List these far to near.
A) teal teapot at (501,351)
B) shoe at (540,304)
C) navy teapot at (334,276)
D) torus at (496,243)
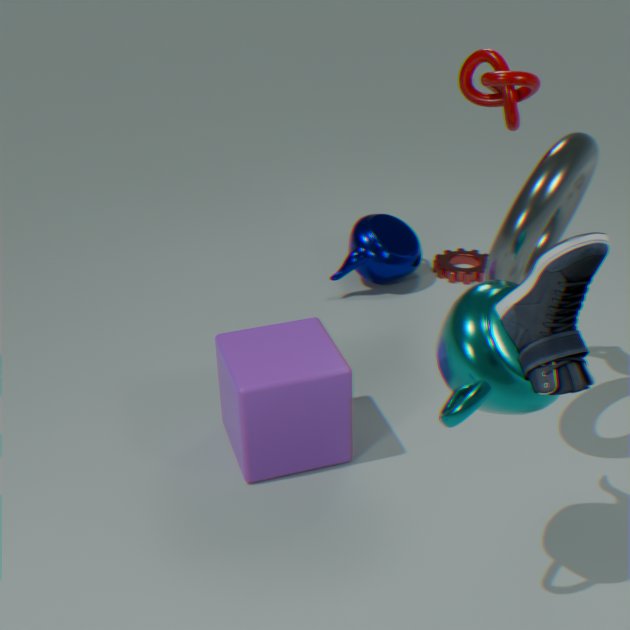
navy teapot at (334,276) < torus at (496,243) < teal teapot at (501,351) < shoe at (540,304)
